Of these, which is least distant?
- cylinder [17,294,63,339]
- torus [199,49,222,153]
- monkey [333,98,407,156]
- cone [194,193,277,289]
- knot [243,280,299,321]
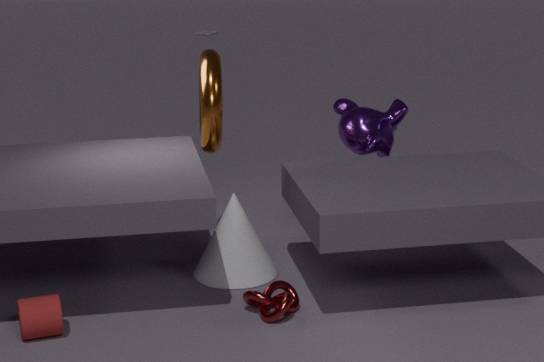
cylinder [17,294,63,339]
